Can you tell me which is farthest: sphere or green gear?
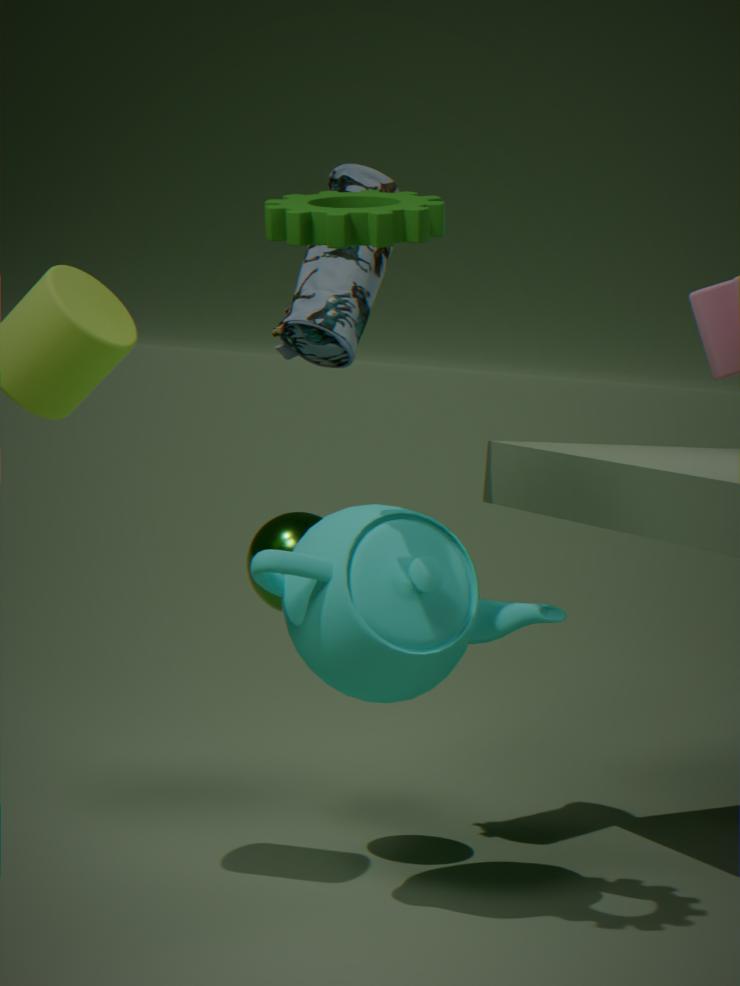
sphere
